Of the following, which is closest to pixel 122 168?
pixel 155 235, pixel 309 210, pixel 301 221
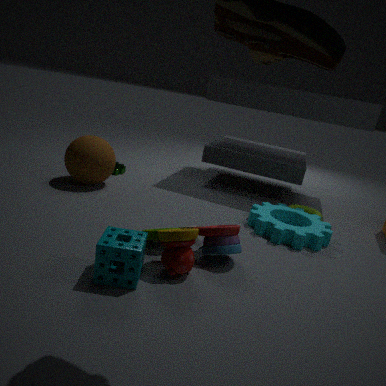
pixel 155 235
